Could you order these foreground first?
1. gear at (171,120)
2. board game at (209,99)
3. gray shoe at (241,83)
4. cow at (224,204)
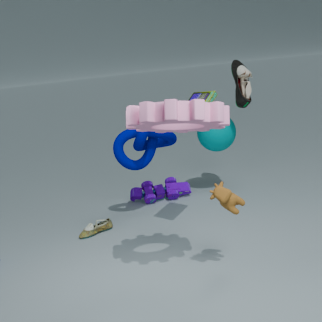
gear at (171,120)
cow at (224,204)
board game at (209,99)
gray shoe at (241,83)
